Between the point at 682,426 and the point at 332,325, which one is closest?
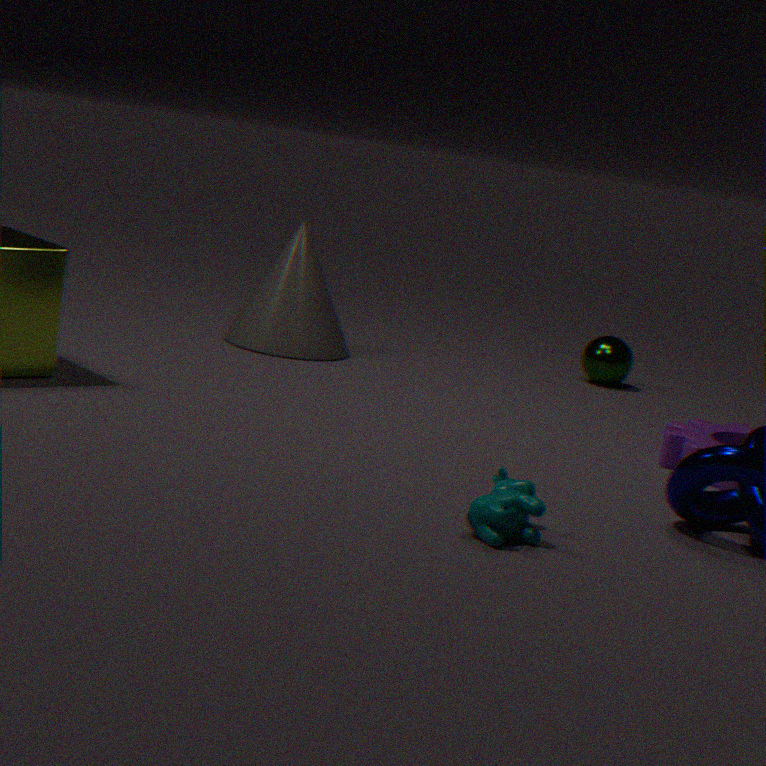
the point at 682,426
